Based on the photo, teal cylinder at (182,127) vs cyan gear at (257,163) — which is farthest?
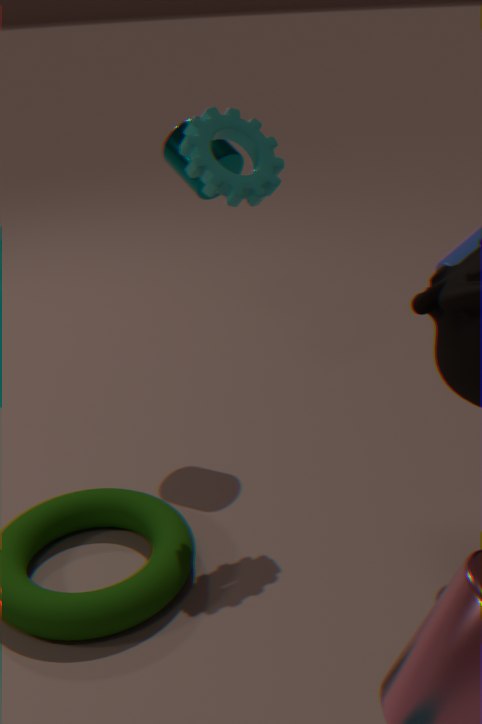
teal cylinder at (182,127)
